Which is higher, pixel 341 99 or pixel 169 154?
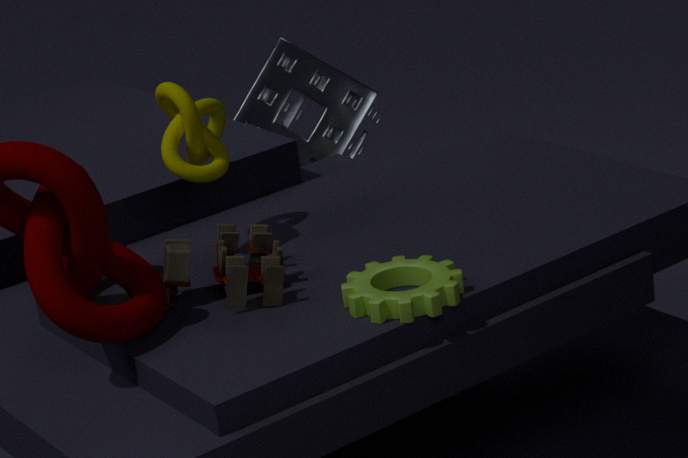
pixel 169 154
